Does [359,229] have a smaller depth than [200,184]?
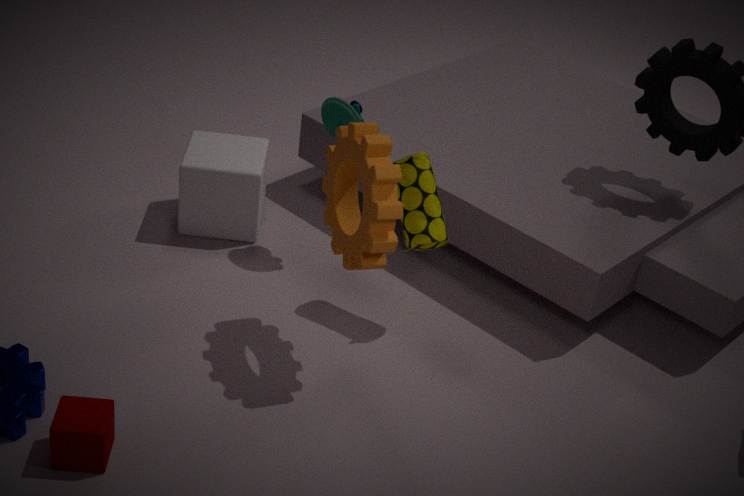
Yes
